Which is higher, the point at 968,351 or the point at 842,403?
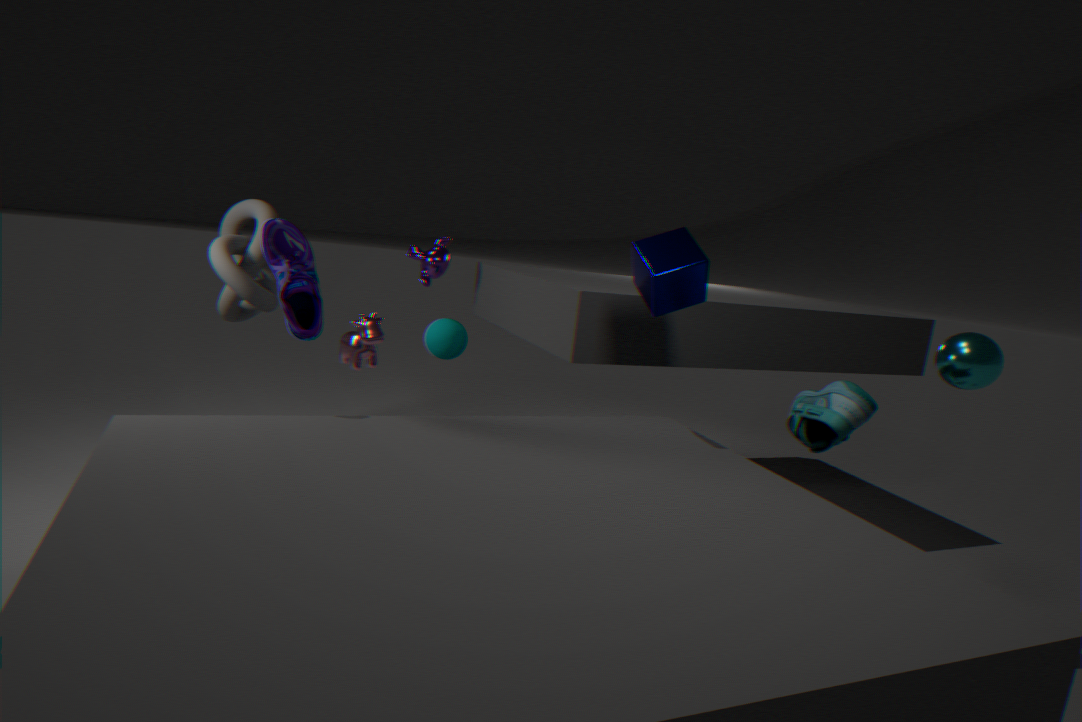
the point at 968,351
